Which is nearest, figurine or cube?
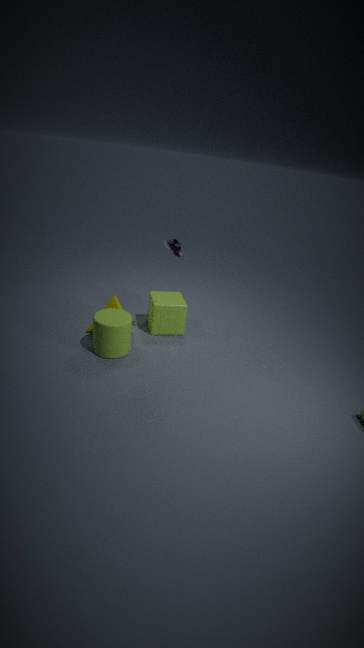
figurine
